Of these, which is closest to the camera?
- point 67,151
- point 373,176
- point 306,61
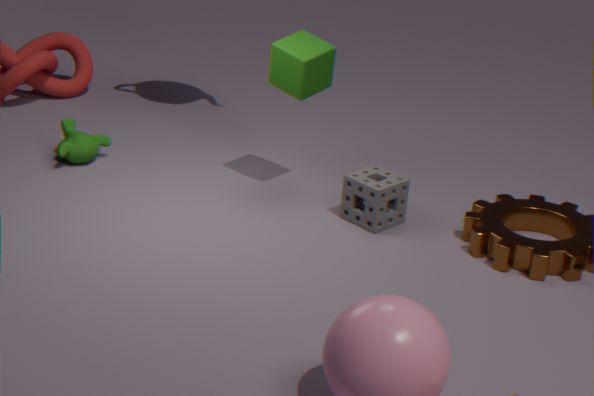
point 306,61
